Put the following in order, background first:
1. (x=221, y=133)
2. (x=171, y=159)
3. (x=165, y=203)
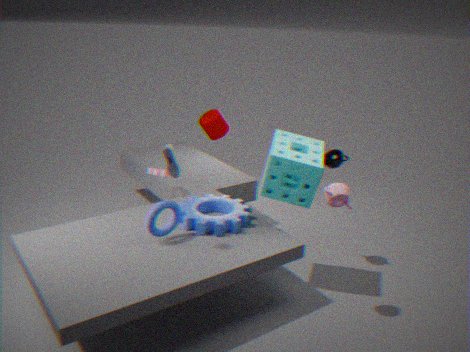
(x=221, y=133) → (x=165, y=203) → (x=171, y=159)
